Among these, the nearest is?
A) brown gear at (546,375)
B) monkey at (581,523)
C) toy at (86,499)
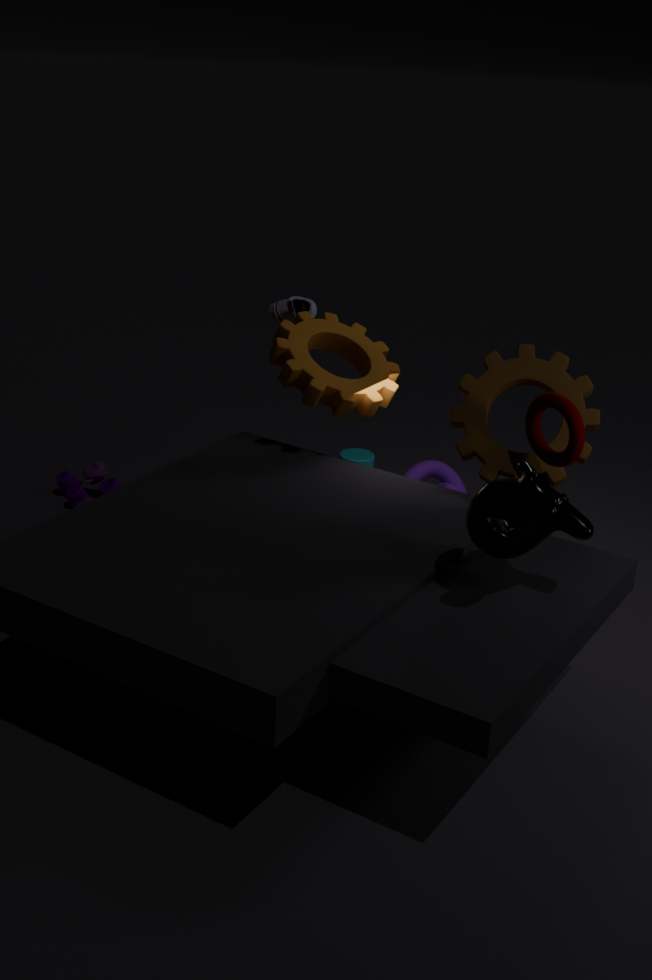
monkey at (581,523)
